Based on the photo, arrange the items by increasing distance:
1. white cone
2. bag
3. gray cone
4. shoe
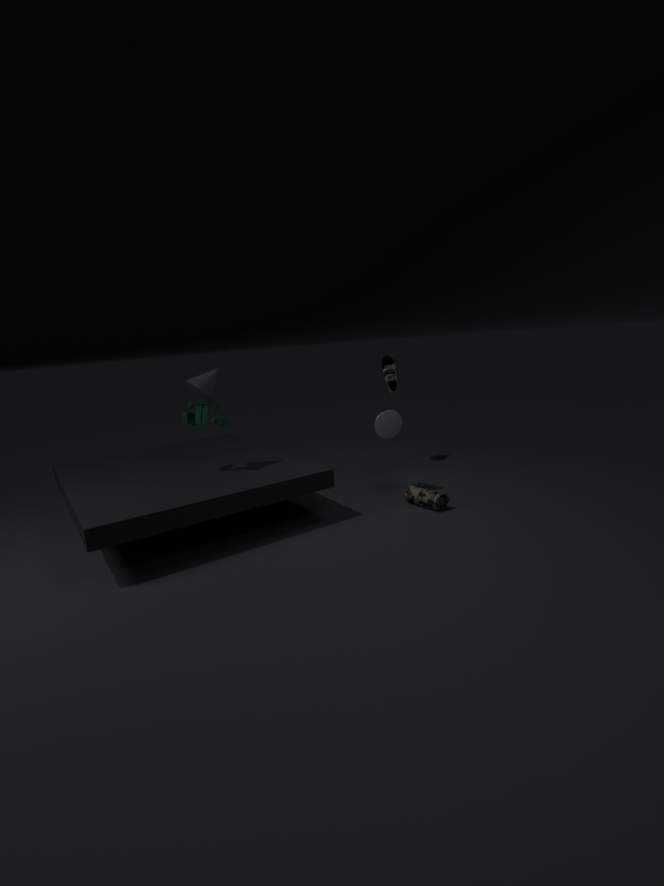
gray cone → bag → white cone → shoe
